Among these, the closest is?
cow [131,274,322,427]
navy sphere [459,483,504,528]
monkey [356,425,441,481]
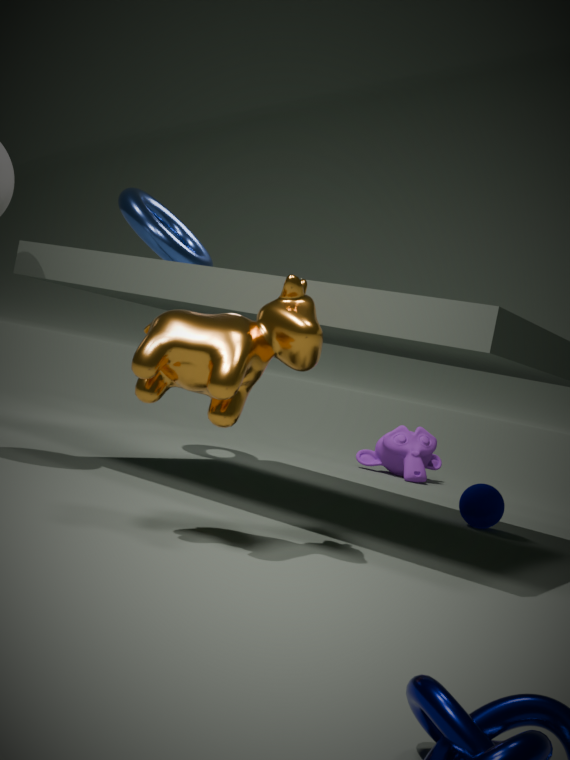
cow [131,274,322,427]
